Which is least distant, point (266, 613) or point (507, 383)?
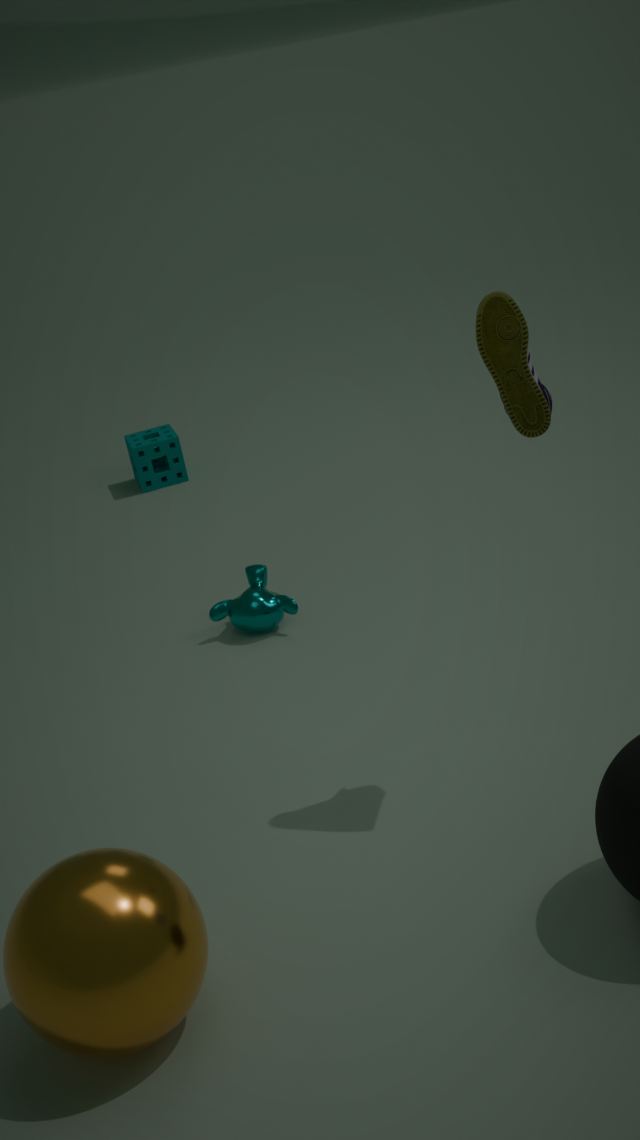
point (507, 383)
